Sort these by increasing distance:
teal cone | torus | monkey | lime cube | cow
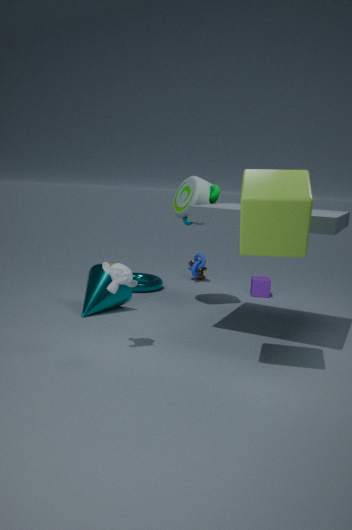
1. lime cube
2. monkey
3. teal cone
4. torus
5. cow
